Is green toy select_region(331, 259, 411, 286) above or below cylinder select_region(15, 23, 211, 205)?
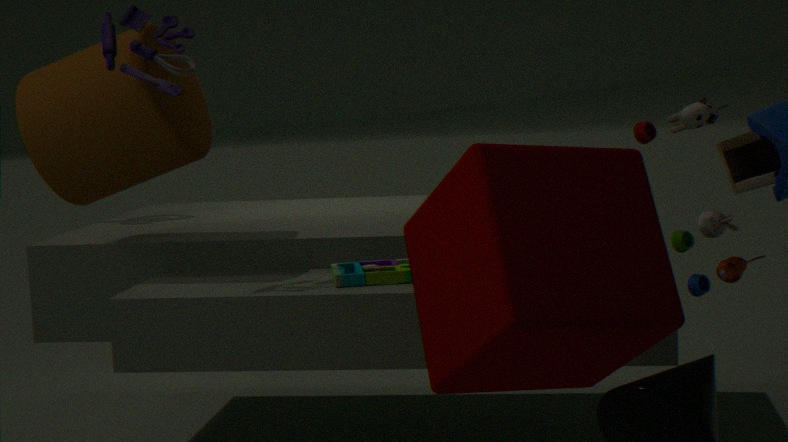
below
